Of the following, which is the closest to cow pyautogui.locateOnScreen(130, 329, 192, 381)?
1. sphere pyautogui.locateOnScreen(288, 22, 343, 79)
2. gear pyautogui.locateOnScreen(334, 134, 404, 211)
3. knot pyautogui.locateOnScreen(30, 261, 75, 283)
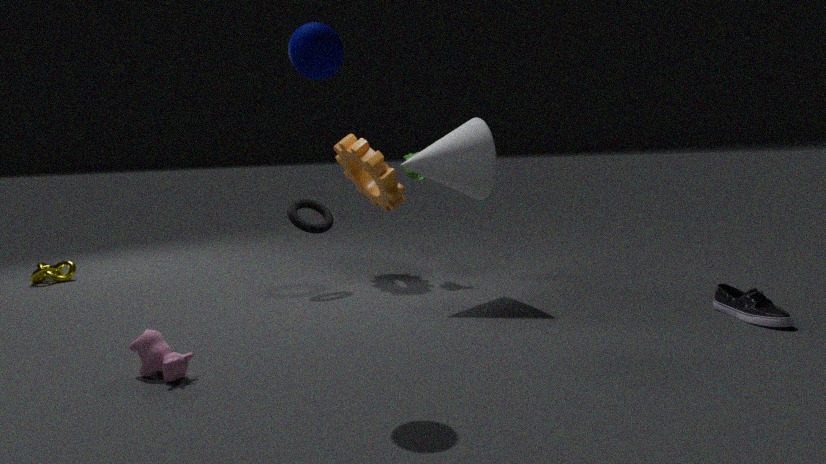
sphere pyautogui.locateOnScreen(288, 22, 343, 79)
